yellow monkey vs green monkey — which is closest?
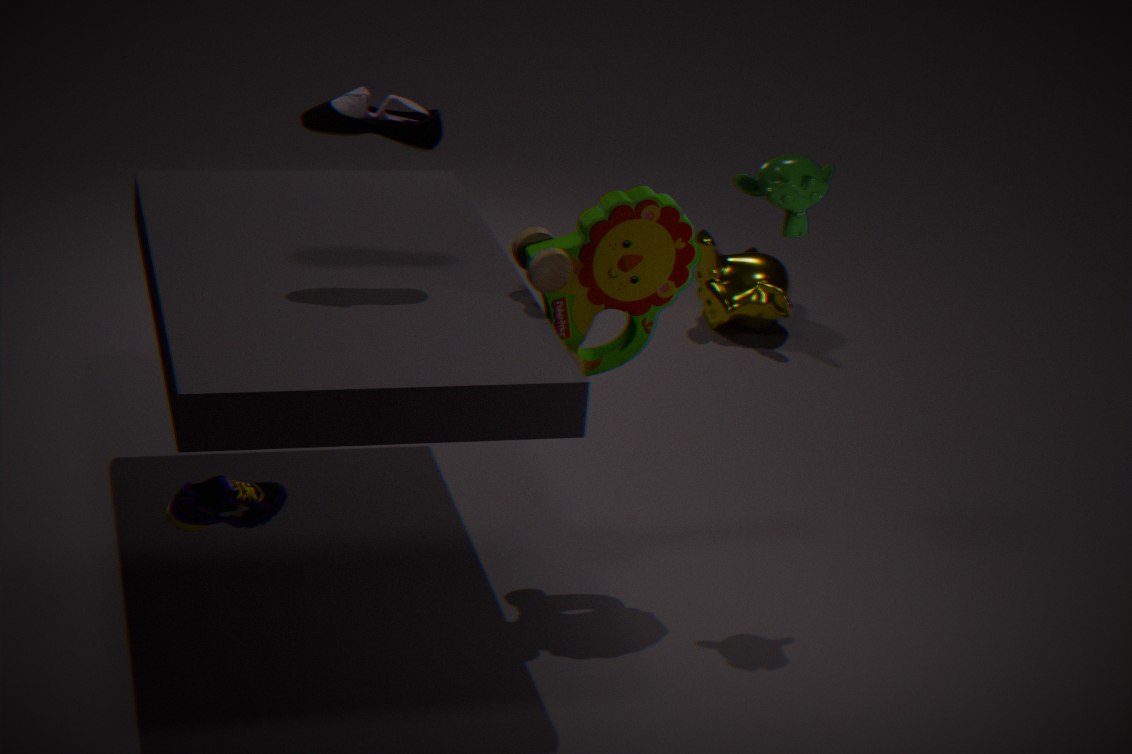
green monkey
